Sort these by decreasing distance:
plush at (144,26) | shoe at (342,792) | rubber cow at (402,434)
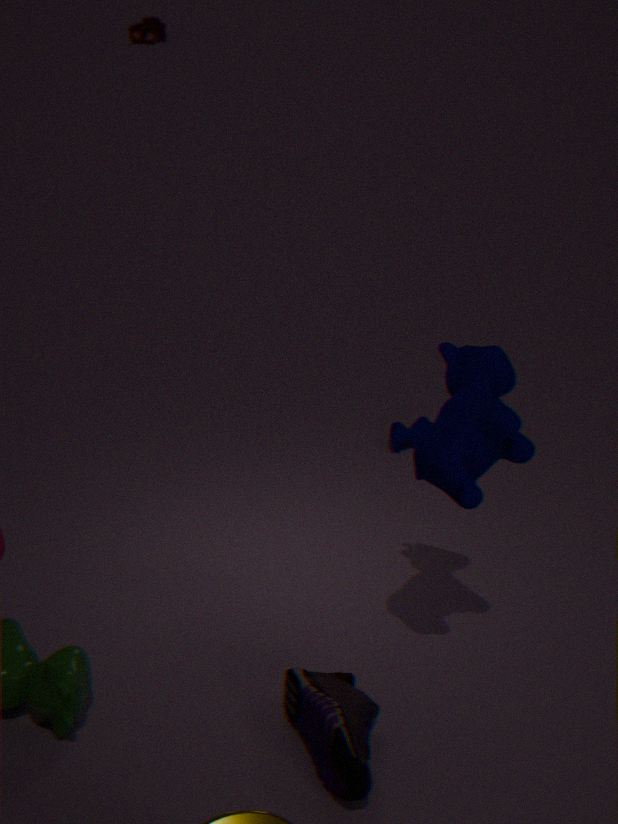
plush at (144,26), rubber cow at (402,434), shoe at (342,792)
